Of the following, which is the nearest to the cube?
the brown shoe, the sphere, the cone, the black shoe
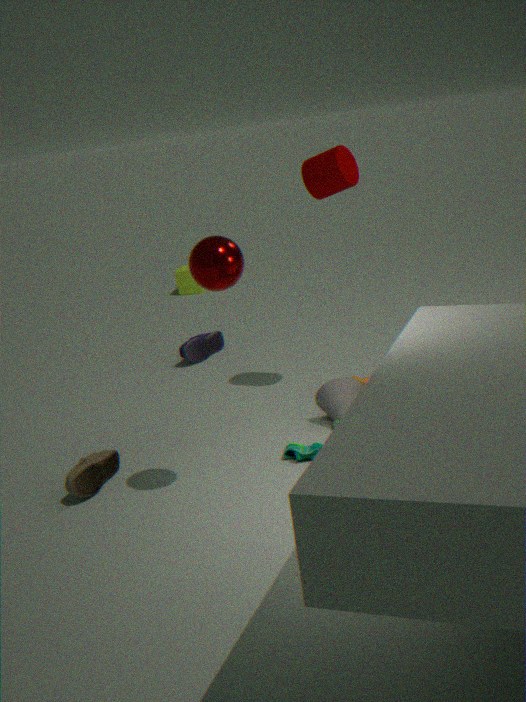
the black shoe
